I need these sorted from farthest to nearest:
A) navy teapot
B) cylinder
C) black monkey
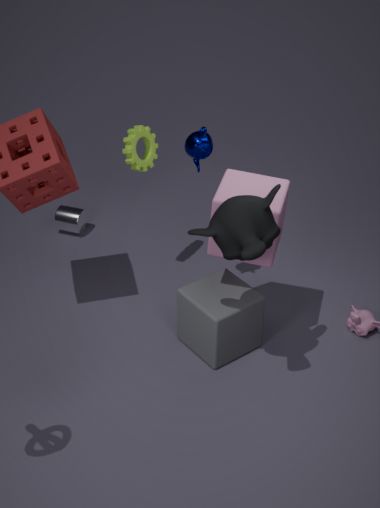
cylinder, navy teapot, black monkey
